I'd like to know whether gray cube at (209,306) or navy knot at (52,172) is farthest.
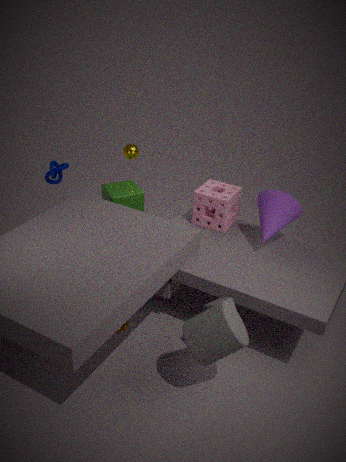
navy knot at (52,172)
